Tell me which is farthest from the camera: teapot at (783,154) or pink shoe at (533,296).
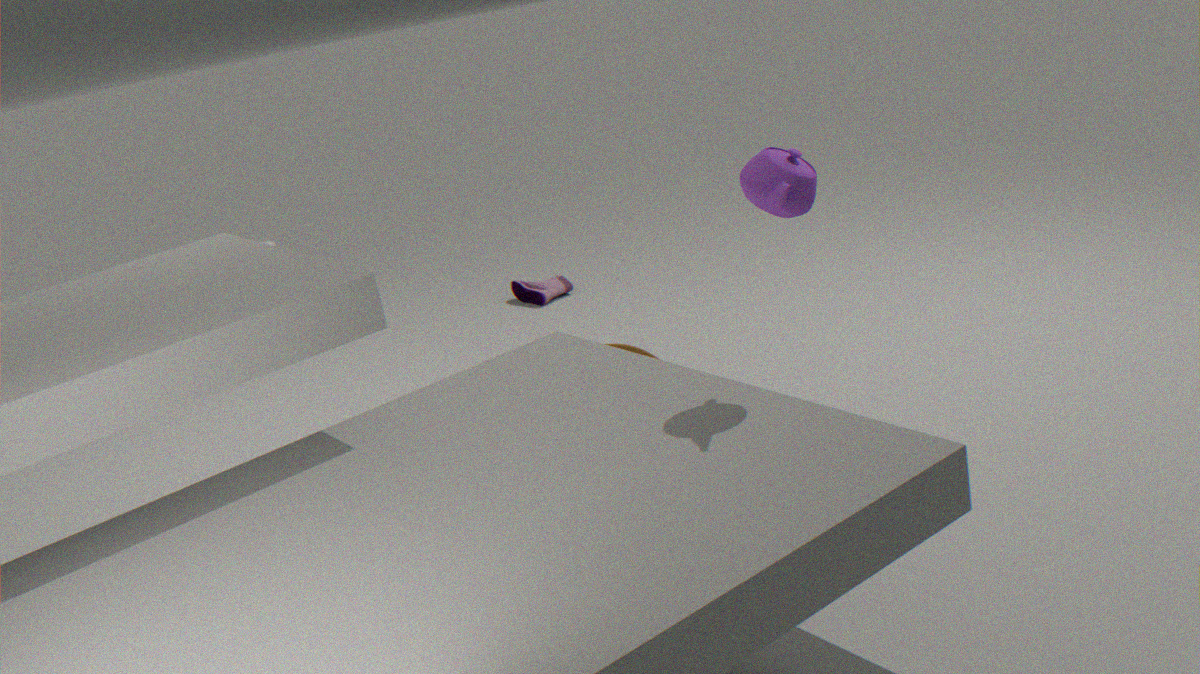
pink shoe at (533,296)
